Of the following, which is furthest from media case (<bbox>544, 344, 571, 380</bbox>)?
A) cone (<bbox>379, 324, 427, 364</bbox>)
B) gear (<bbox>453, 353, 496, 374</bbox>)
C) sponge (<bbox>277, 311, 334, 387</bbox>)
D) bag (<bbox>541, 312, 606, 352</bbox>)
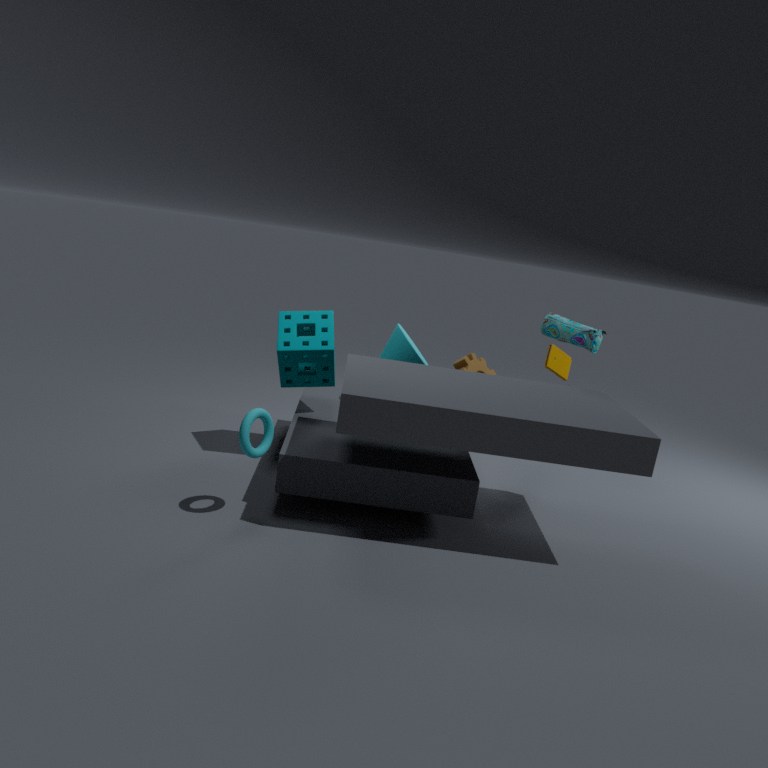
sponge (<bbox>277, 311, 334, 387</bbox>)
